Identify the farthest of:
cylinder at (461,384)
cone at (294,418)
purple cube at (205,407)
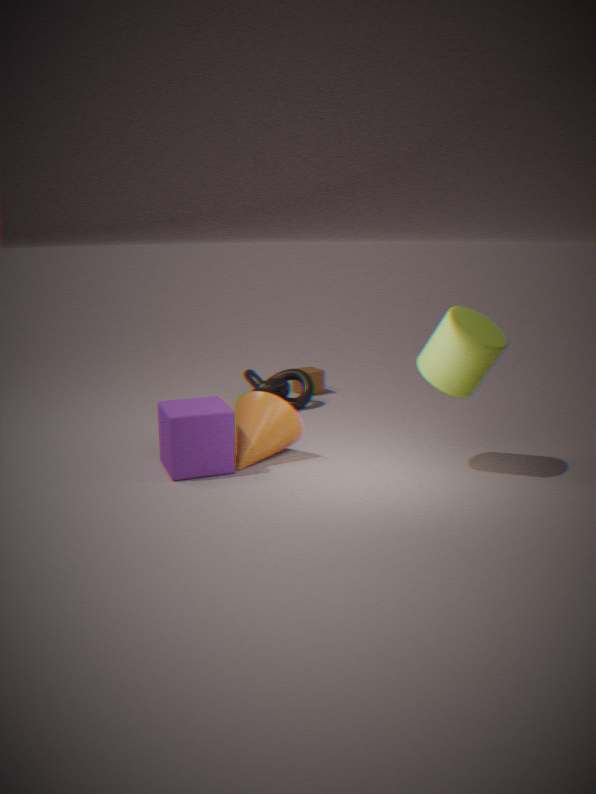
cone at (294,418)
